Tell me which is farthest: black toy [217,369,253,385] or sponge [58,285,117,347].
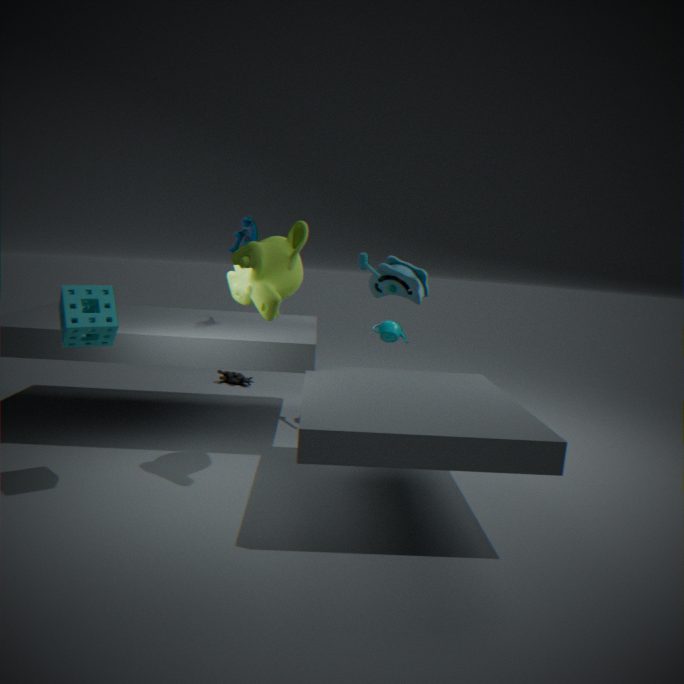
black toy [217,369,253,385]
